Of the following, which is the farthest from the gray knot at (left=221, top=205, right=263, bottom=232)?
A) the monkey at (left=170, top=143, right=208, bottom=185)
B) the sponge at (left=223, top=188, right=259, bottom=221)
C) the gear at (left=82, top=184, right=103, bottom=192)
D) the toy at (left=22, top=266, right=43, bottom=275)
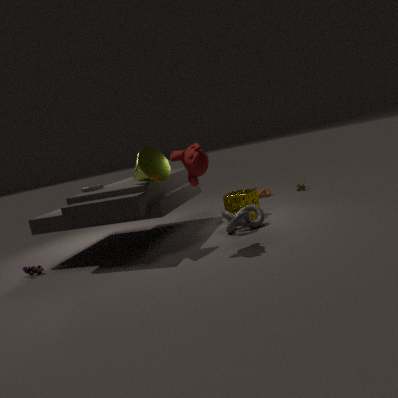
the toy at (left=22, top=266, right=43, bottom=275)
